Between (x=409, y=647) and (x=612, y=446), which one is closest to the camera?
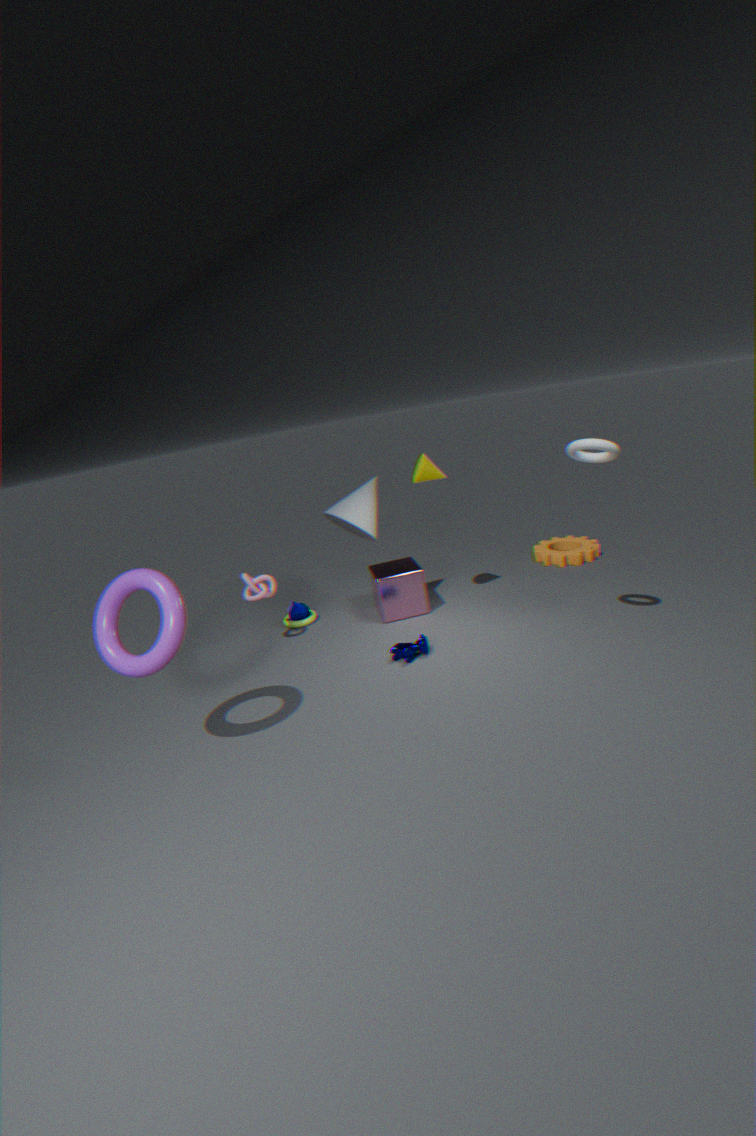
(x=612, y=446)
